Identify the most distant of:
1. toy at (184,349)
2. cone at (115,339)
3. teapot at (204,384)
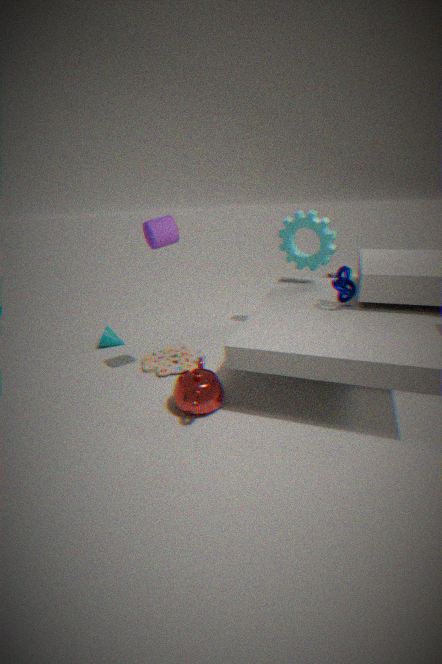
cone at (115,339)
